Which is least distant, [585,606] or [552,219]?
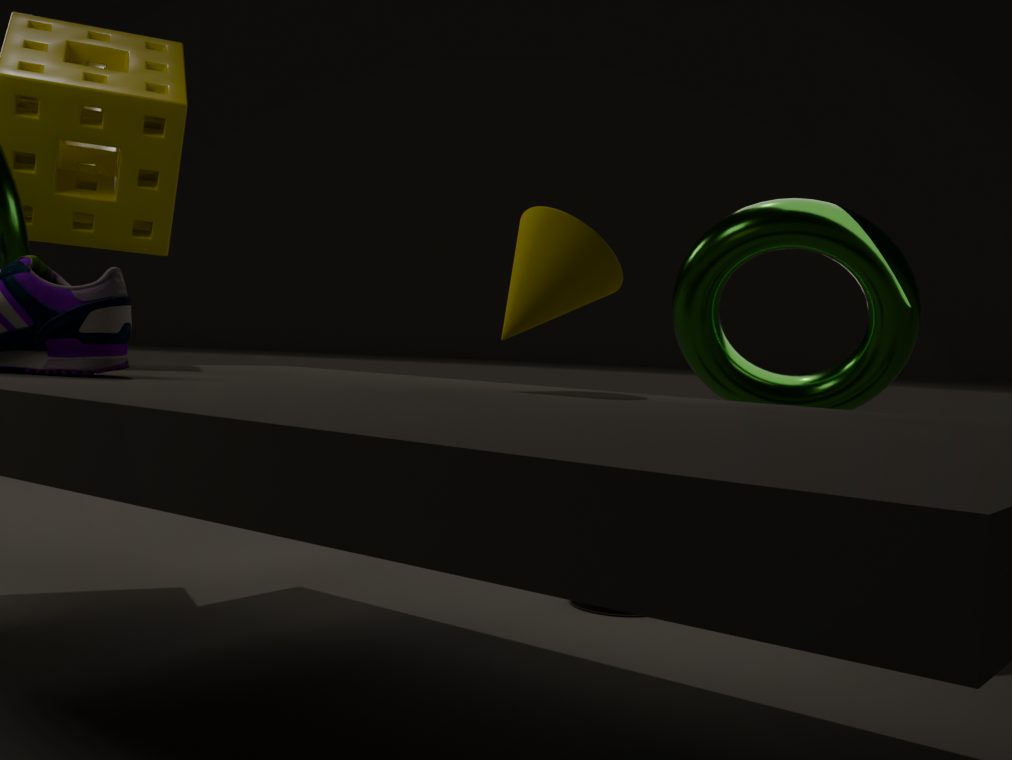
[552,219]
